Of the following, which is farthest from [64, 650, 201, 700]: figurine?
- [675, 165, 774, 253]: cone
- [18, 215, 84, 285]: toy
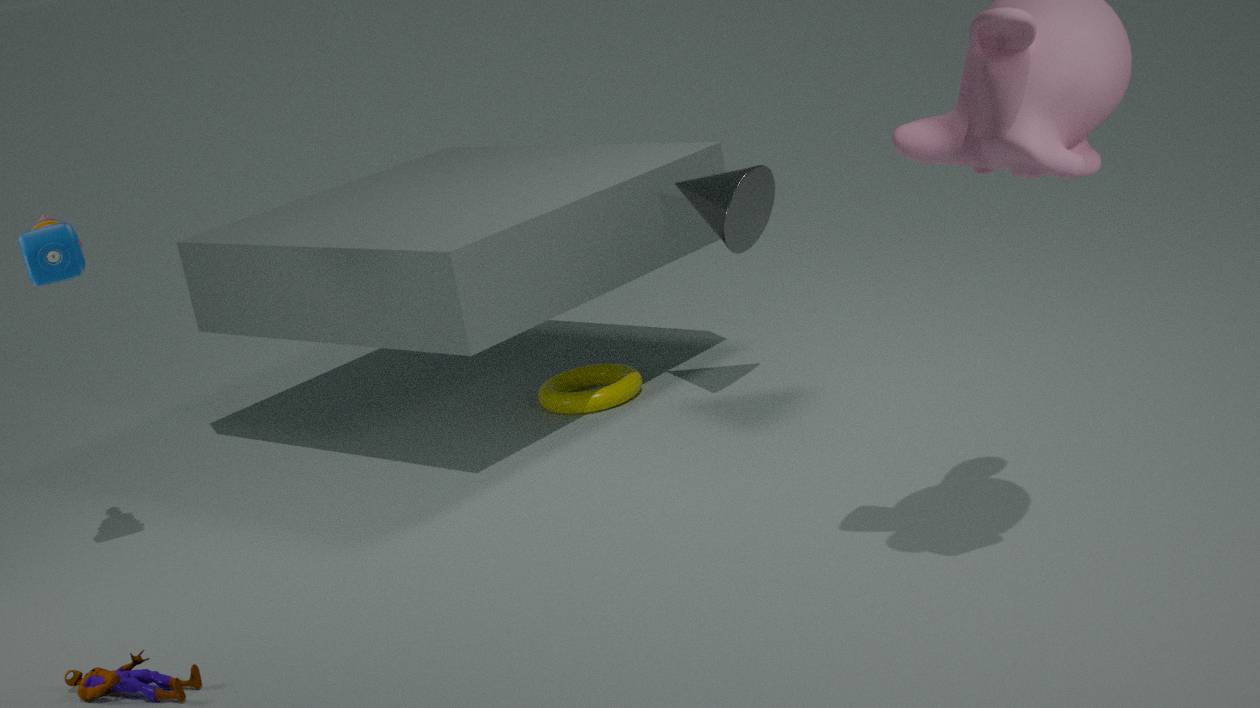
[675, 165, 774, 253]: cone
